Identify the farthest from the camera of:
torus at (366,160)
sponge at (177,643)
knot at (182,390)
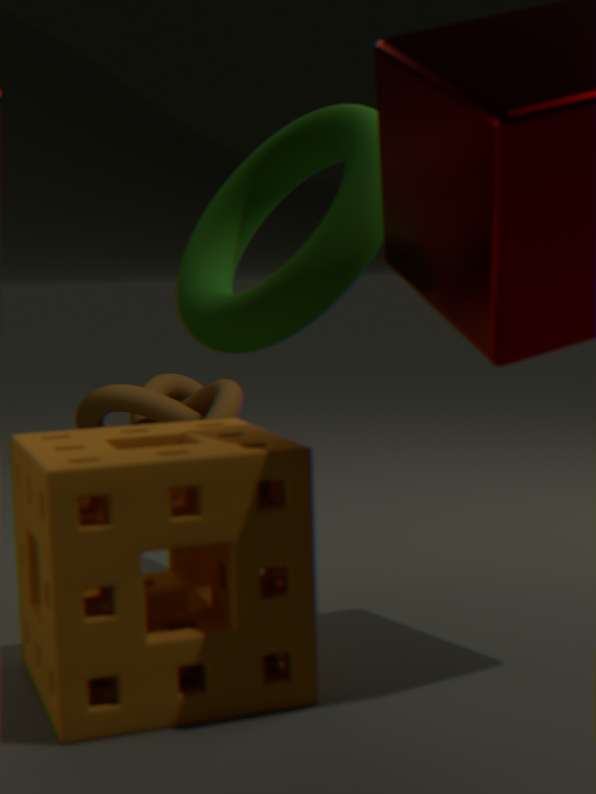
knot at (182,390)
